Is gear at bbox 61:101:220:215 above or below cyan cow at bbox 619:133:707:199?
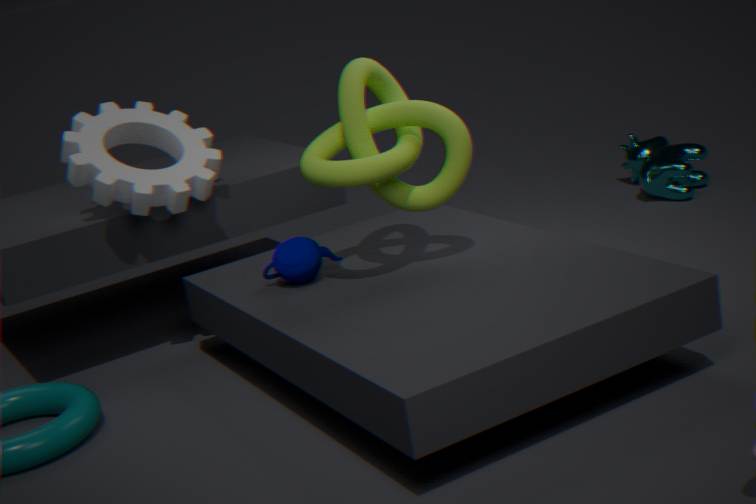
above
